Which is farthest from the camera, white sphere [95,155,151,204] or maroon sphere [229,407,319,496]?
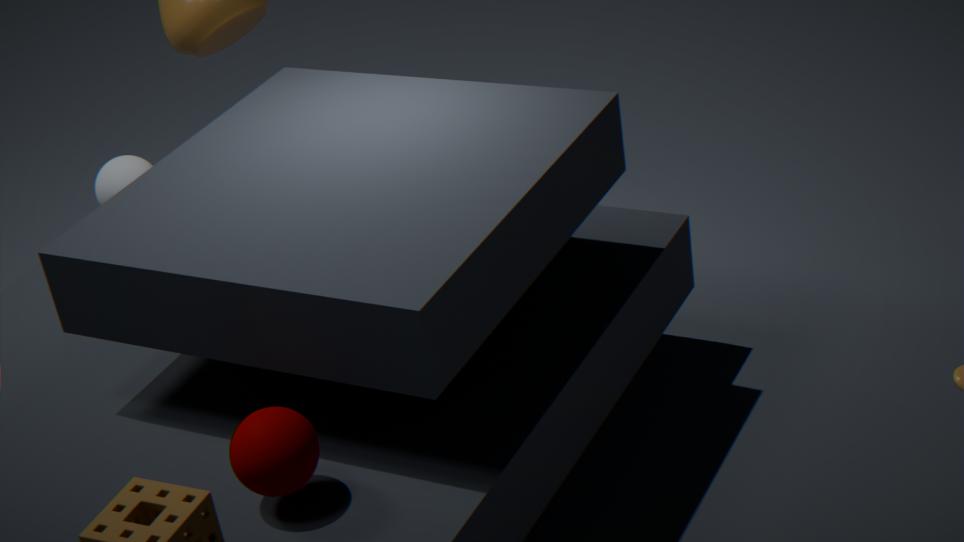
white sphere [95,155,151,204]
